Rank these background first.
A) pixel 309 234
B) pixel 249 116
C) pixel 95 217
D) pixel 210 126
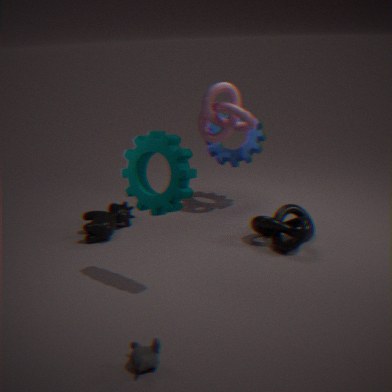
1. pixel 210 126
2. pixel 249 116
3. pixel 95 217
4. pixel 309 234
